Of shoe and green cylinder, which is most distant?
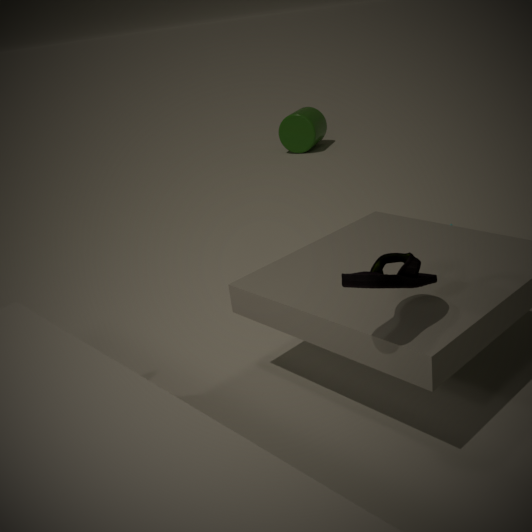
green cylinder
